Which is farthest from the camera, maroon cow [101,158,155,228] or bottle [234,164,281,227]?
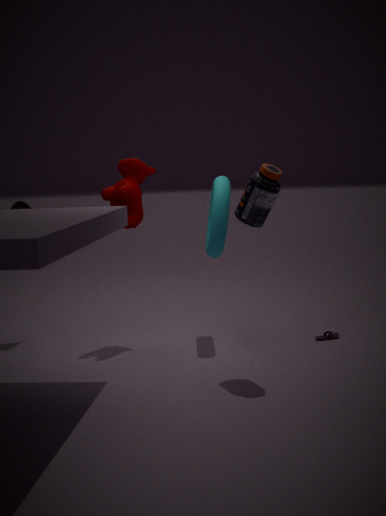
maroon cow [101,158,155,228]
